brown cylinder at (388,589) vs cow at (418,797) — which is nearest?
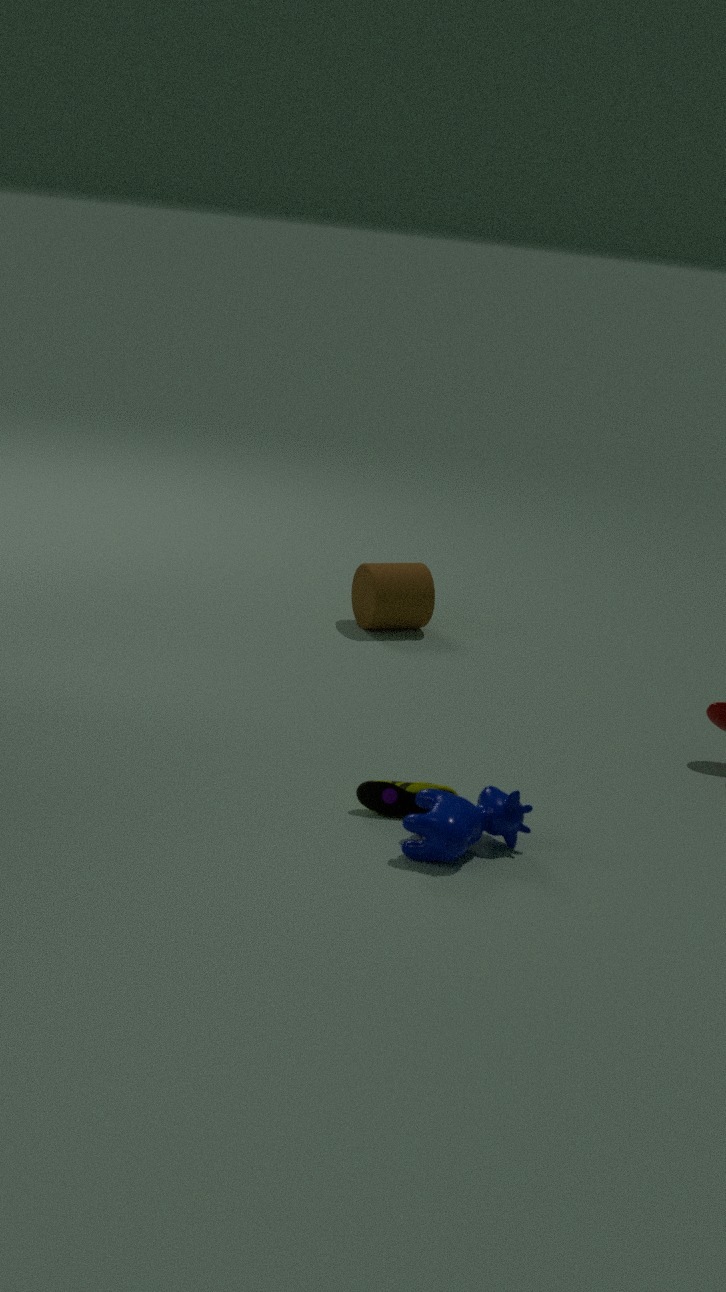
cow at (418,797)
